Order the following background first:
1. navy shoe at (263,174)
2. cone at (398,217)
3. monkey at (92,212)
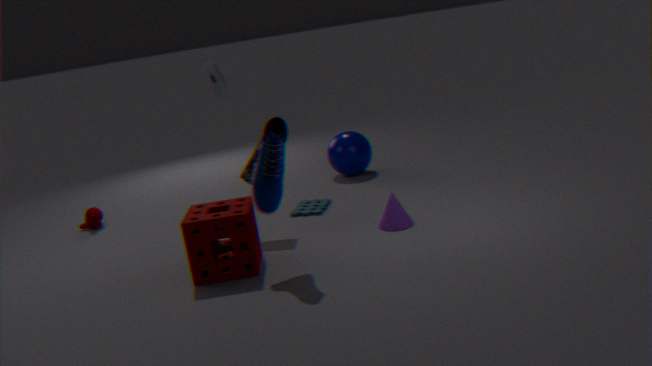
1. monkey at (92,212)
2. cone at (398,217)
3. navy shoe at (263,174)
